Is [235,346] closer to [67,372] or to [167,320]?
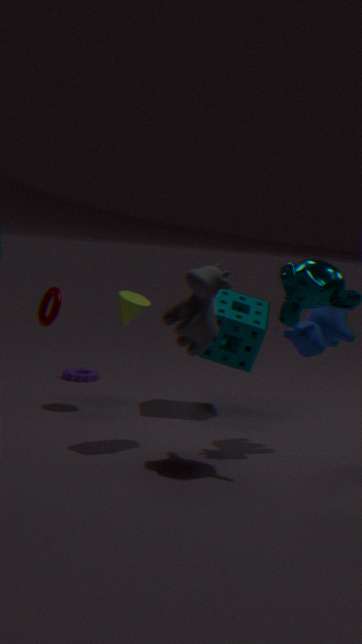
[167,320]
